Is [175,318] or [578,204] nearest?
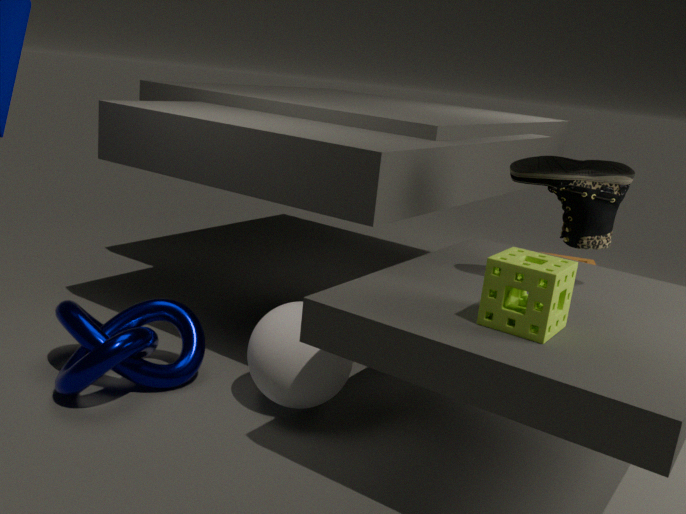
[578,204]
